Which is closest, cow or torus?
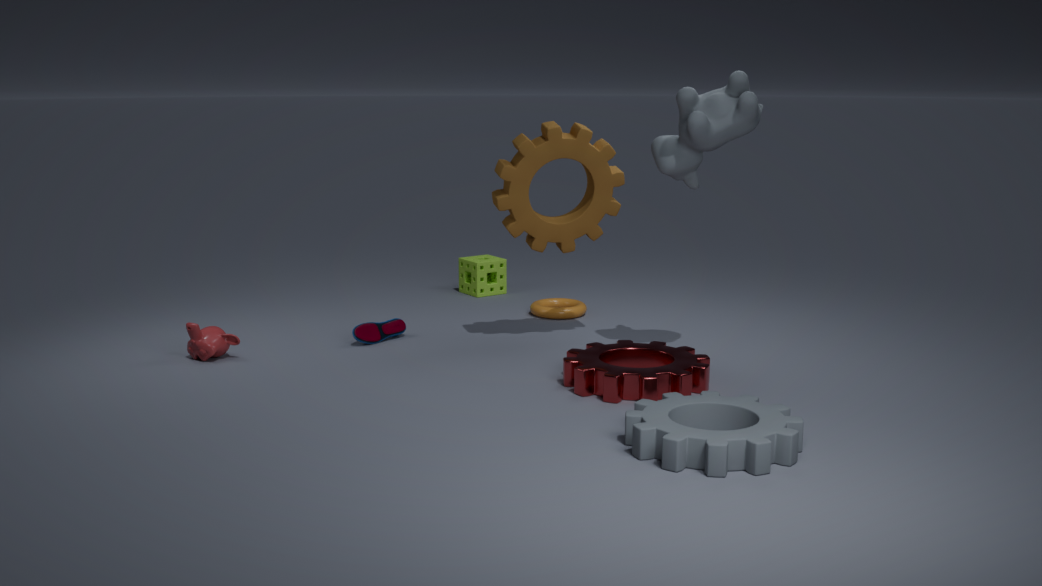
cow
